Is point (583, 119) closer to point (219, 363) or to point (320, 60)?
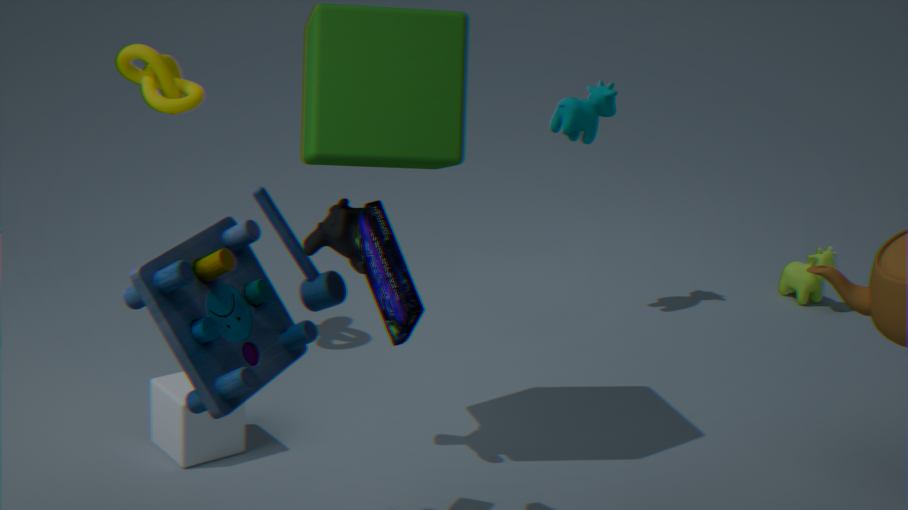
point (320, 60)
